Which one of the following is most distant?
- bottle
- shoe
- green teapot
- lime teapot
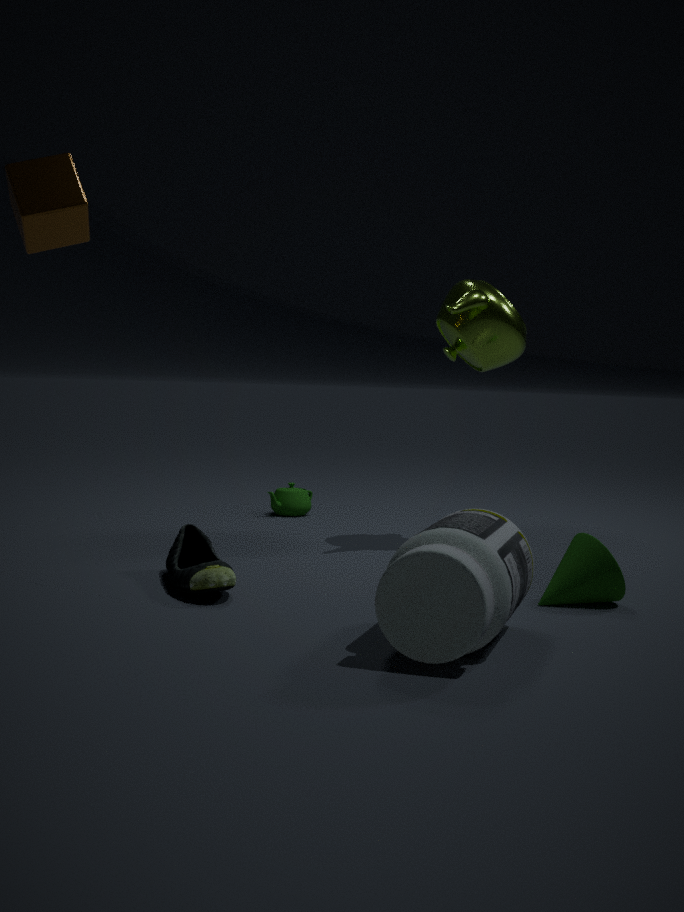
green teapot
